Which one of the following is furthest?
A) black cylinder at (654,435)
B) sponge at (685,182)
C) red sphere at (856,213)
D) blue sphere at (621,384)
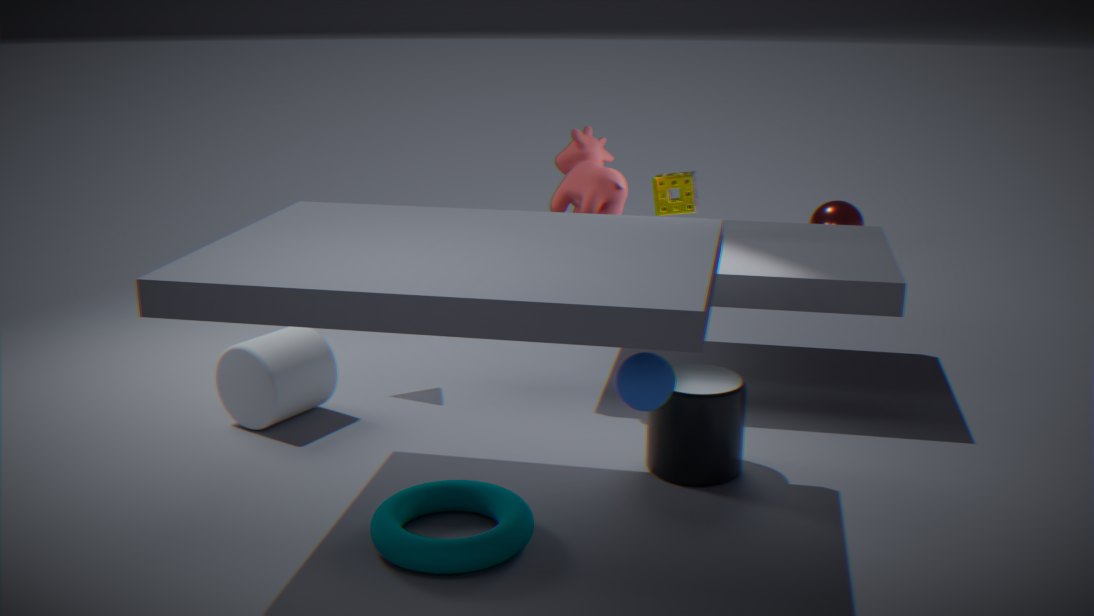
red sphere at (856,213)
